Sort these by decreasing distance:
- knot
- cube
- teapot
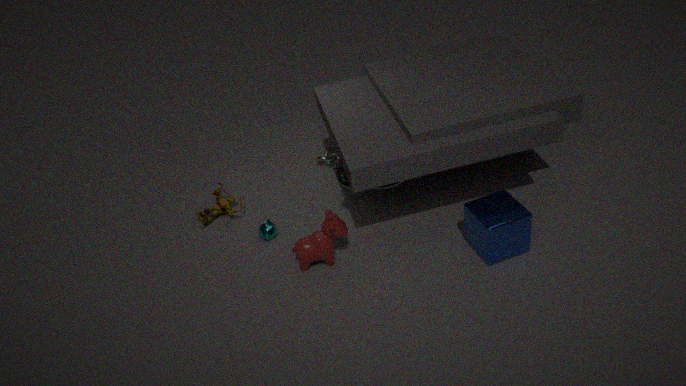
1. knot
2. teapot
3. cube
